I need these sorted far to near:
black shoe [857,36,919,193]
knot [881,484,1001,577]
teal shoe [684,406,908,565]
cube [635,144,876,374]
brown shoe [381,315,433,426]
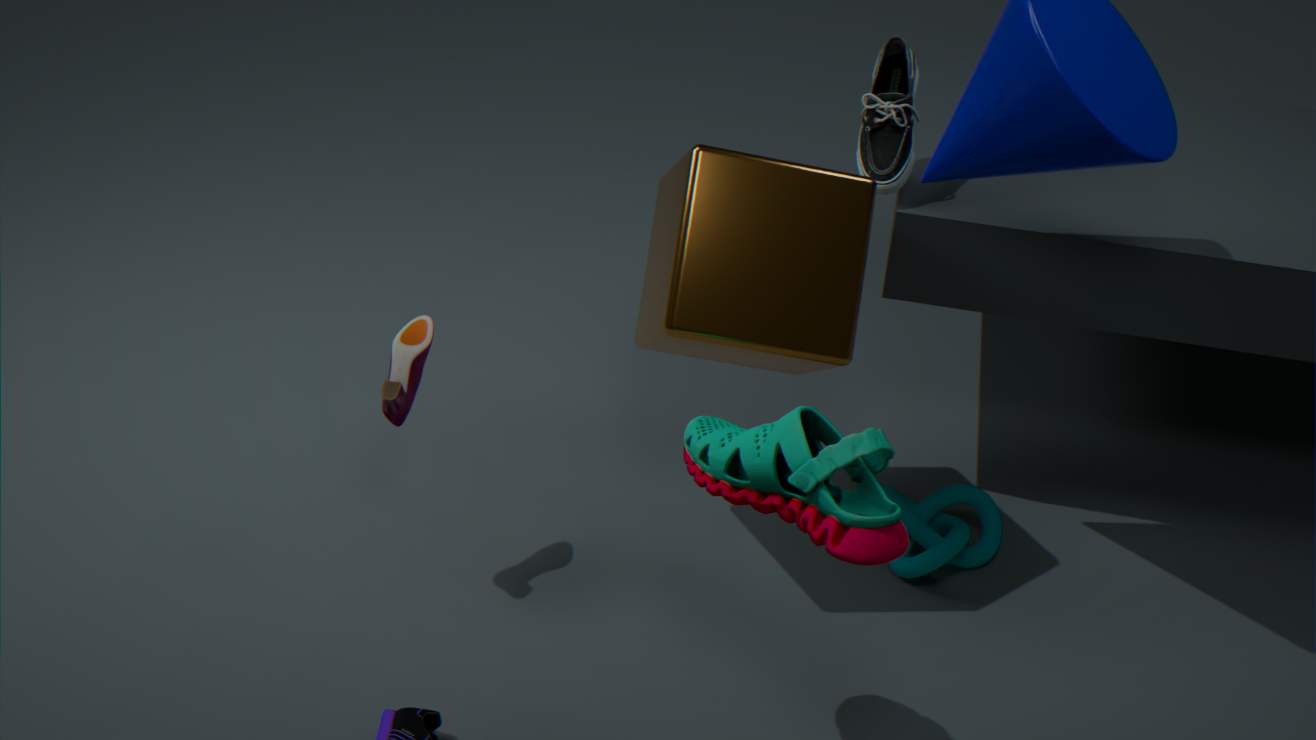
black shoe [857,36,919,193] → knot [881,484,1001,577] → brown shoe [381,315,433,426] → cube [635,144,876,374] → teal shoe [684,406,908,565]
